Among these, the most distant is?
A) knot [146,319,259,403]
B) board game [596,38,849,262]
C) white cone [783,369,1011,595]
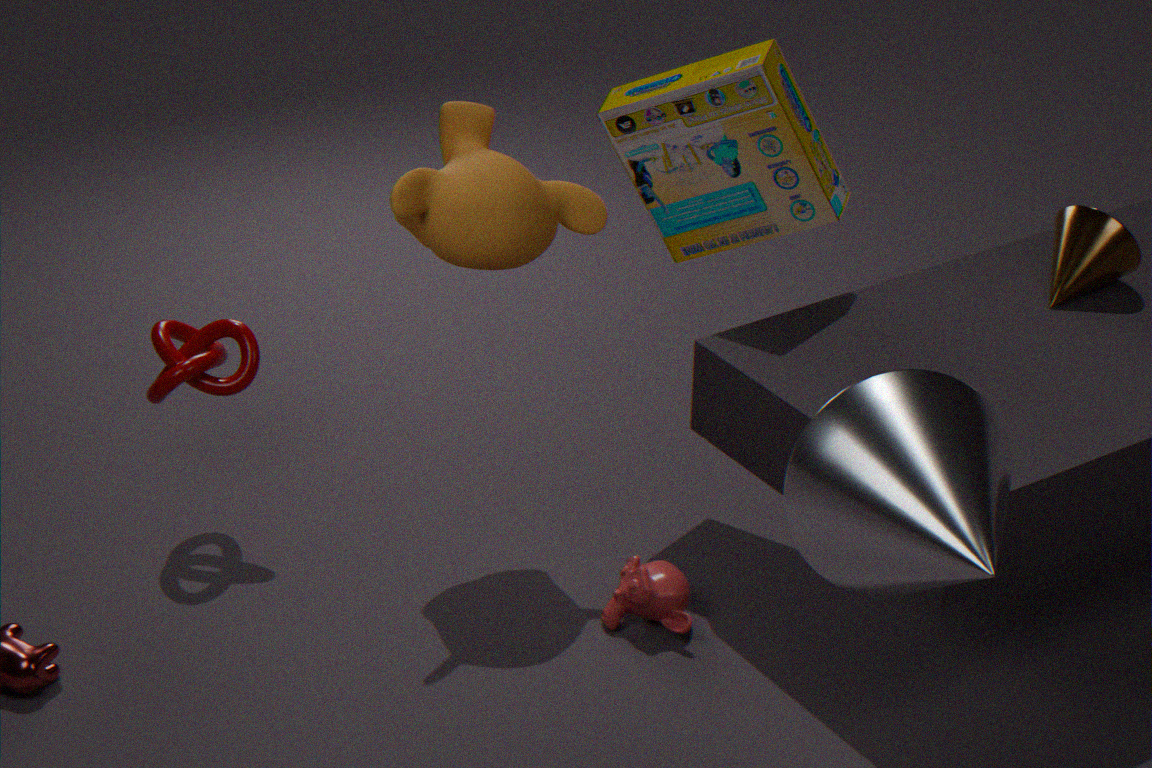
knot [146,319,259,403]
